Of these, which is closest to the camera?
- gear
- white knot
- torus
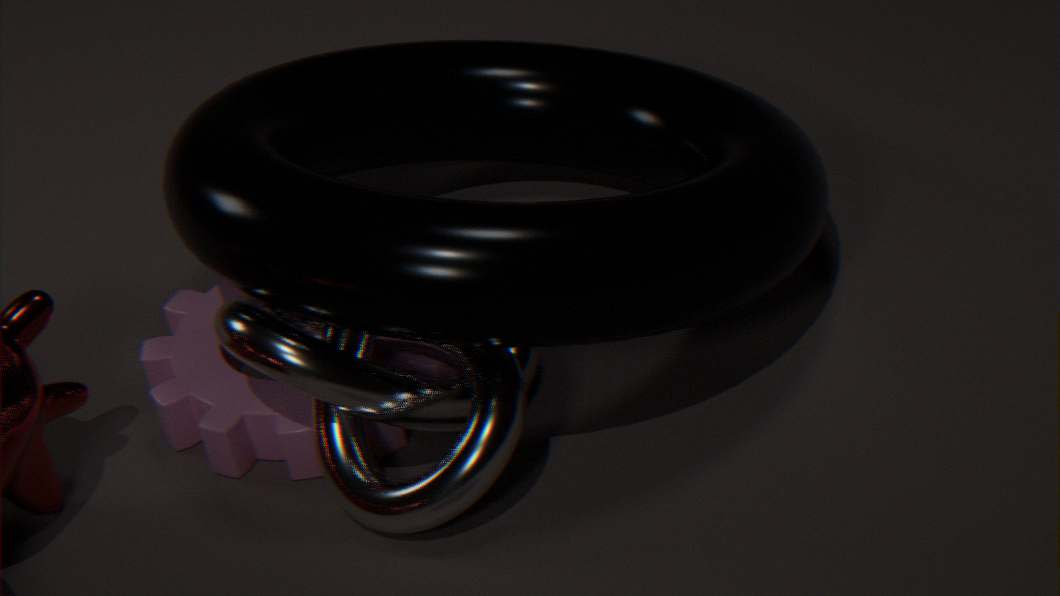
torus
